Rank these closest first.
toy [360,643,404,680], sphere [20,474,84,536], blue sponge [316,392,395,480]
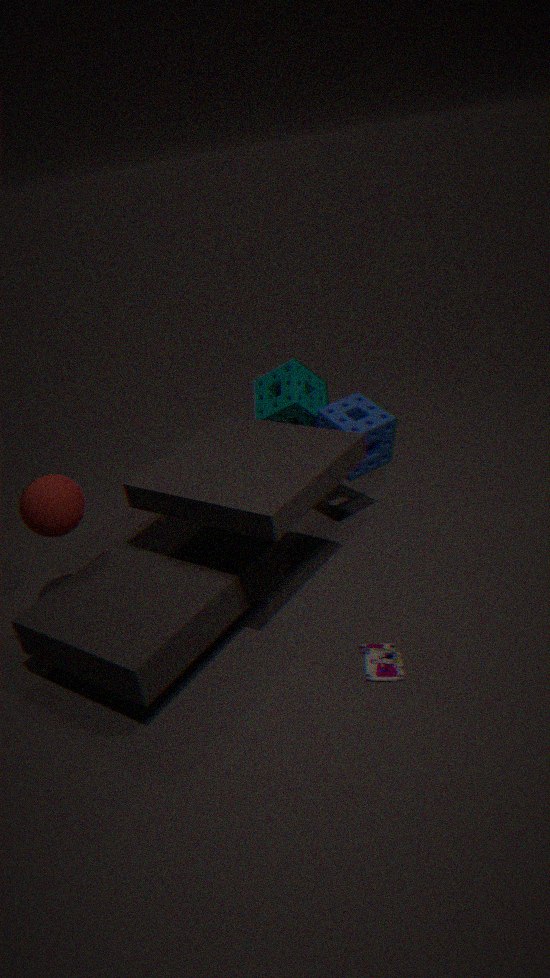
toy [360,643,404,680] → sphere [20,474,84,536] → blue sponge [316,392,395,480]
